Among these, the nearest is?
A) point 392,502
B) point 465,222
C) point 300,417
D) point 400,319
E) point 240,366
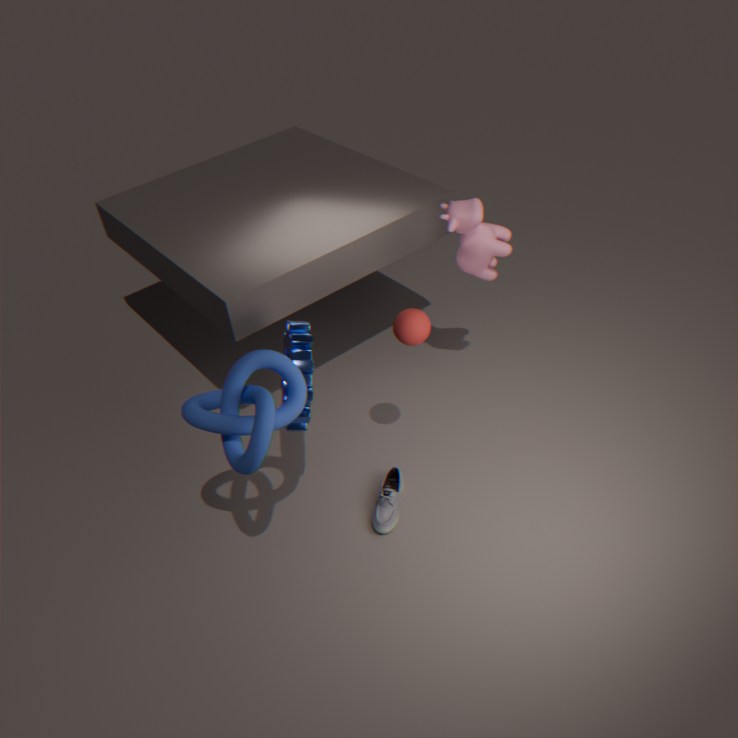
point 240,366
